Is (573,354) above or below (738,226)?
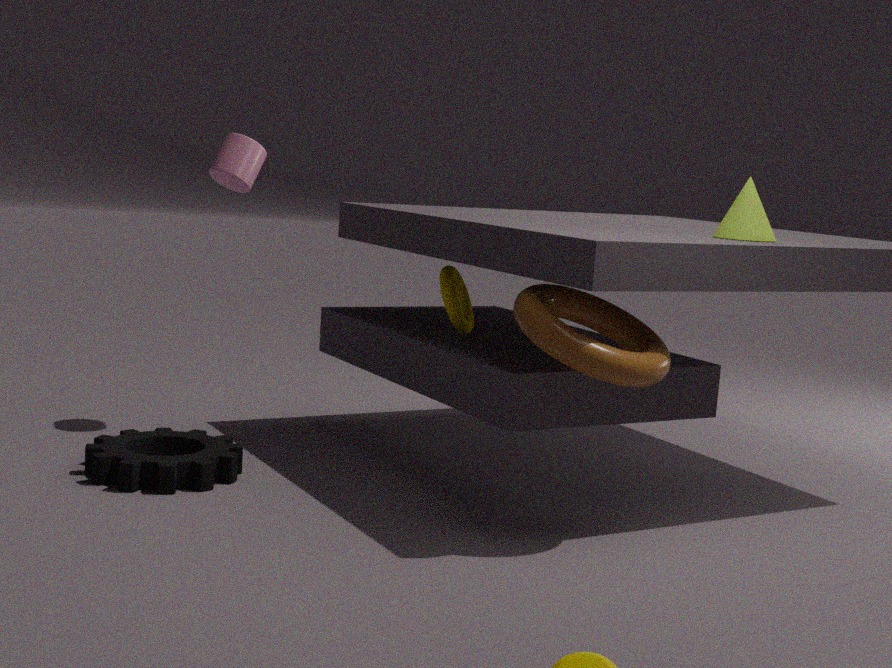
below
